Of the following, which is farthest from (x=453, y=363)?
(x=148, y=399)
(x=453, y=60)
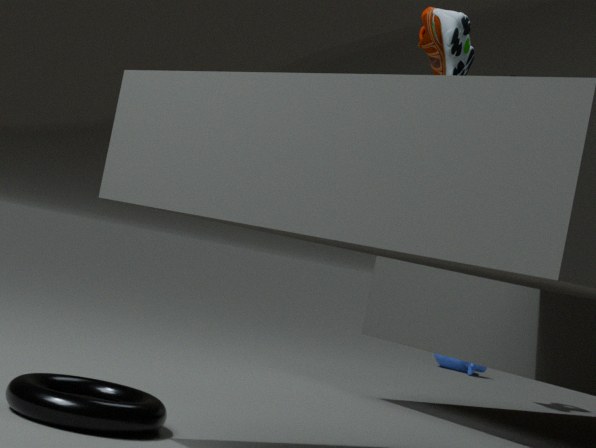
(x=148, y=399)
